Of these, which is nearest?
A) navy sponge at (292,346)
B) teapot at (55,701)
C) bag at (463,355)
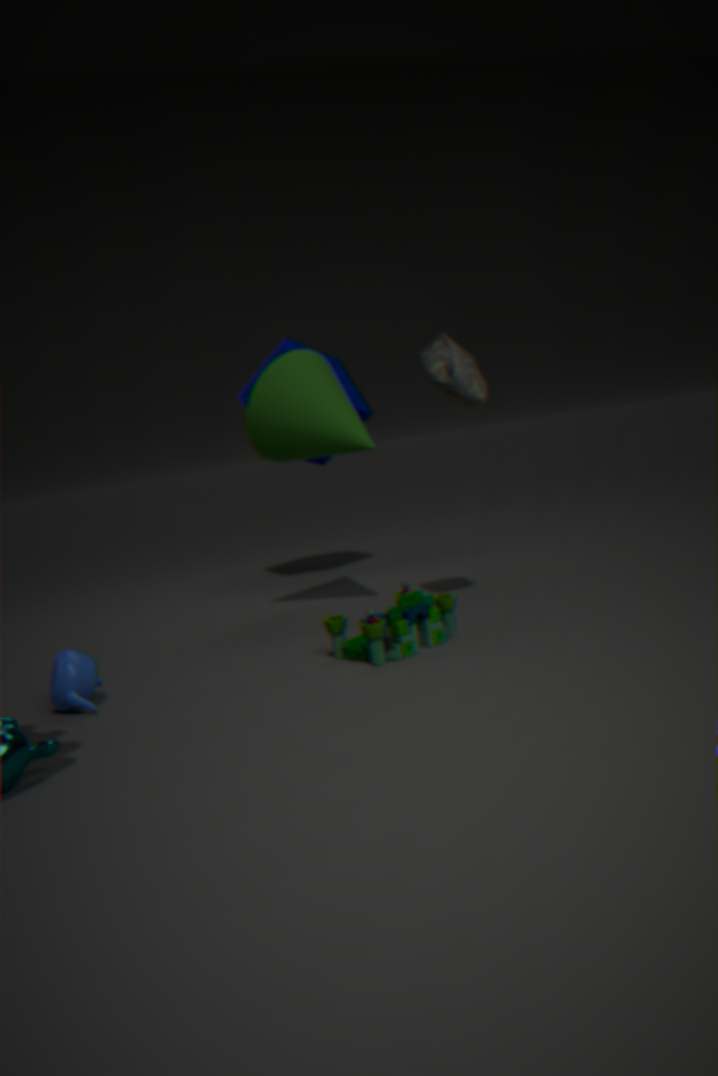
teapot at (55,701)
